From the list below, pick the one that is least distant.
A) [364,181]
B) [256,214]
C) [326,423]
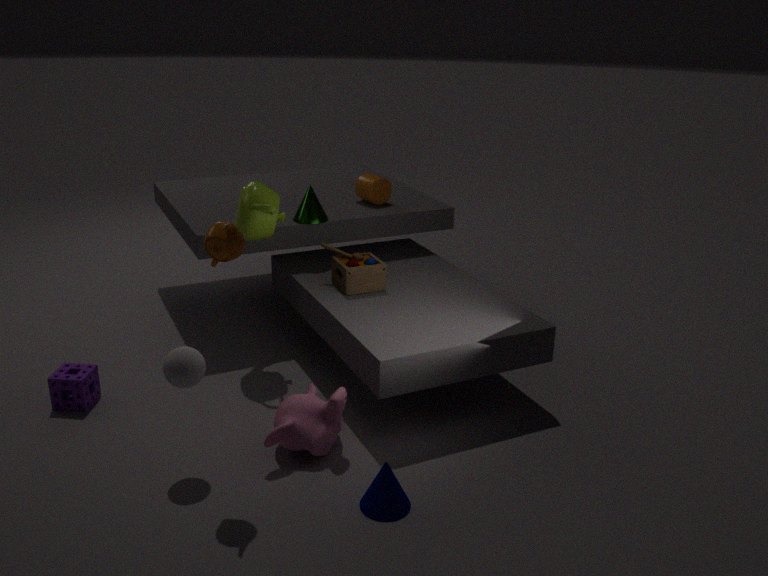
[326,423]
